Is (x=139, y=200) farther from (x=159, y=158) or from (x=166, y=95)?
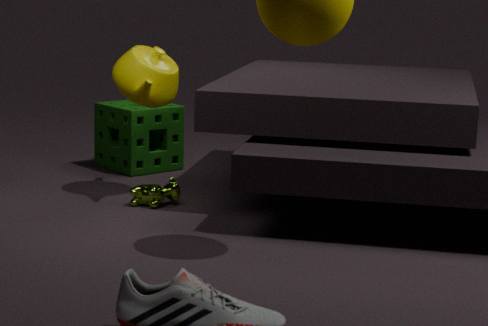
(x=159, y=158)
